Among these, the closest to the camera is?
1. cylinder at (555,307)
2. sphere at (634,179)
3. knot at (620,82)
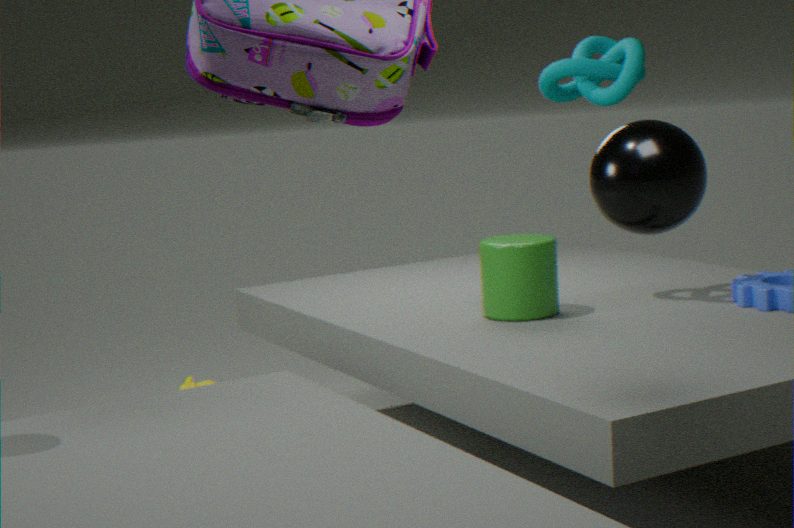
sphere at (634,179)
